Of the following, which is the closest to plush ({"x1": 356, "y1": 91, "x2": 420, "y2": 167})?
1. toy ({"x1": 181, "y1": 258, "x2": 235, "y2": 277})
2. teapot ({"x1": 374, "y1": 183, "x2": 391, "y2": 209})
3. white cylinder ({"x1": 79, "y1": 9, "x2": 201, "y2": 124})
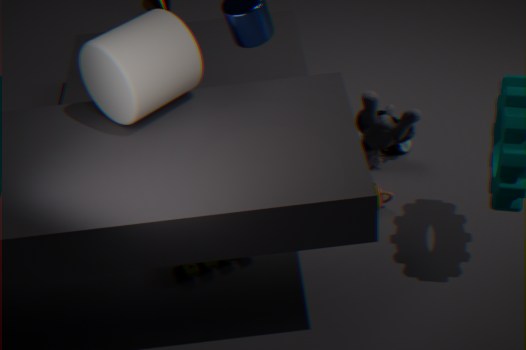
teapot ({"x1": 374, "y1": 183, "x2": 391, "y2": 209})
